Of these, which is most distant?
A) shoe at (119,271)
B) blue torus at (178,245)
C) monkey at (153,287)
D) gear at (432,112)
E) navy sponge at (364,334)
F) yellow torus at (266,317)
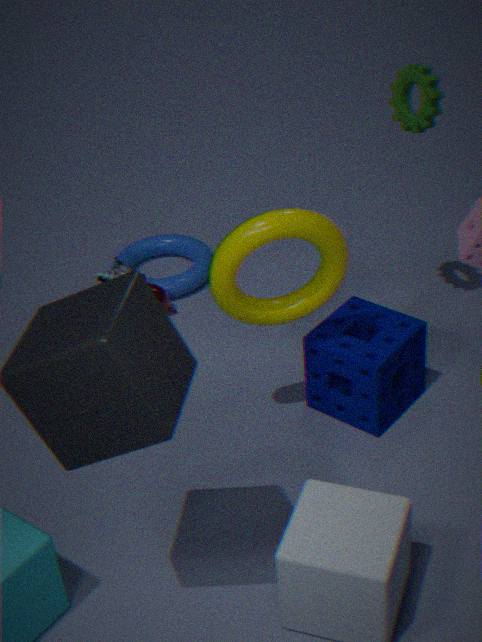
blue torus at (178,245)
